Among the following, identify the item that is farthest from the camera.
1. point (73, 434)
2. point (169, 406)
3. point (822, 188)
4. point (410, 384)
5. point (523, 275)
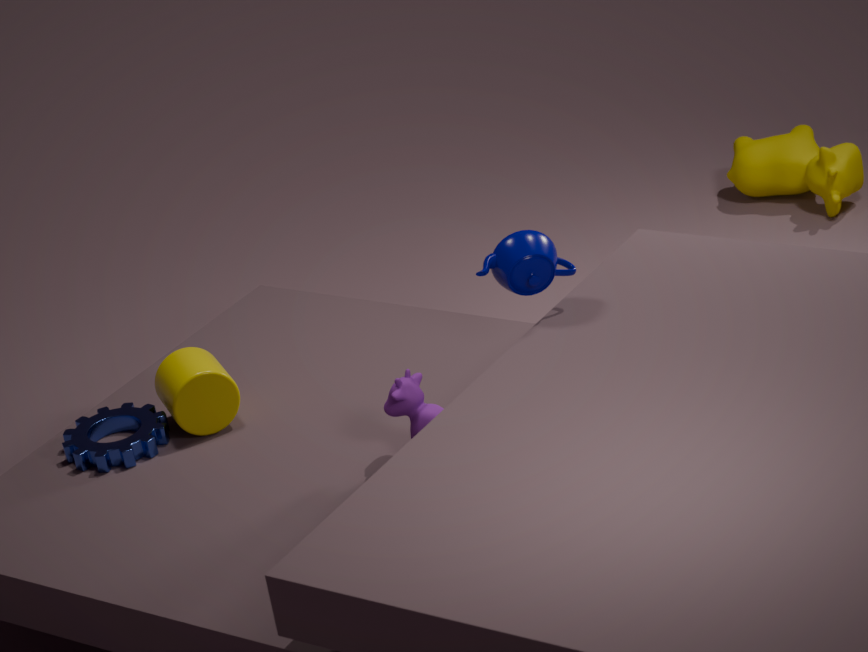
point (822, 188)
